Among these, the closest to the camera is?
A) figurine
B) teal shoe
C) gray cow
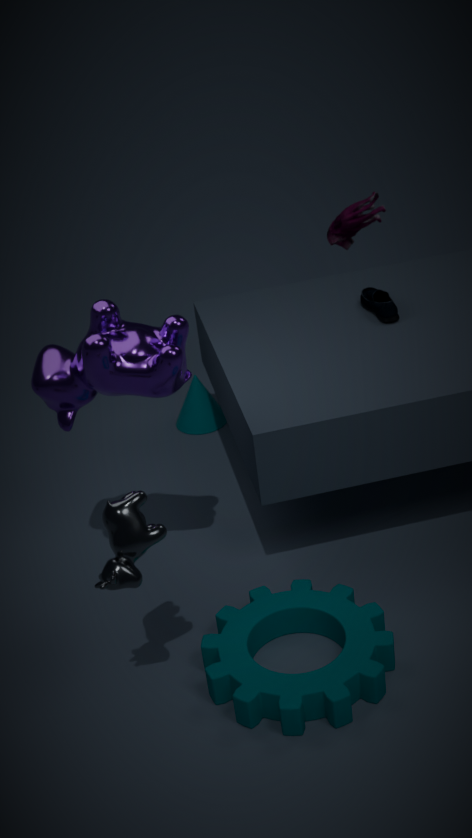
gray cow
